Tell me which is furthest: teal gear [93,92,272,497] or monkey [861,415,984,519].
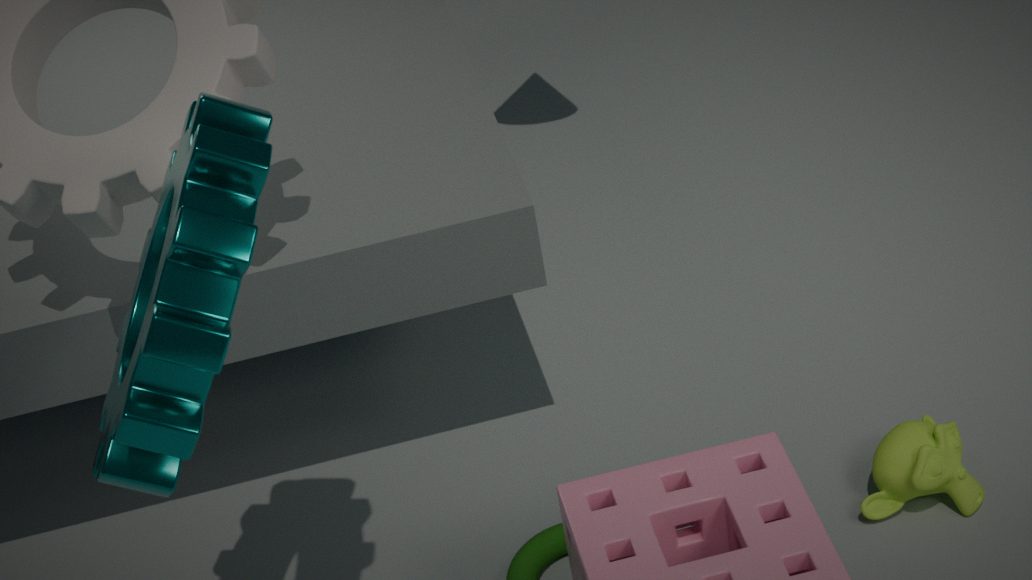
monkey [861,415,984,519]
